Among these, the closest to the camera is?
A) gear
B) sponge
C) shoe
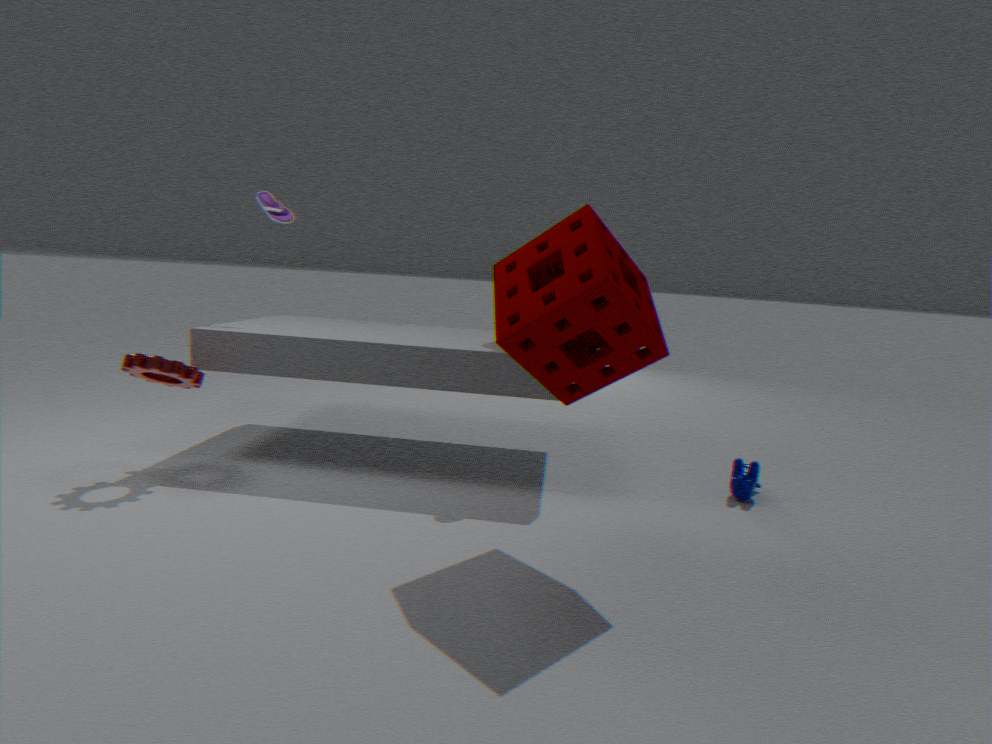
sponge
